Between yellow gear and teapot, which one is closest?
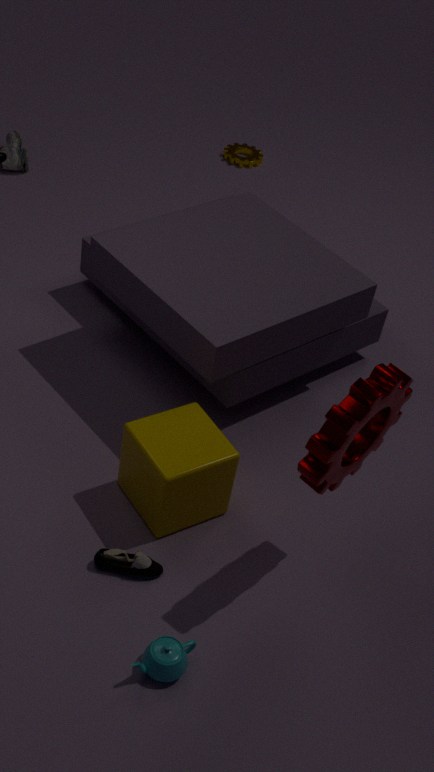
teapot
